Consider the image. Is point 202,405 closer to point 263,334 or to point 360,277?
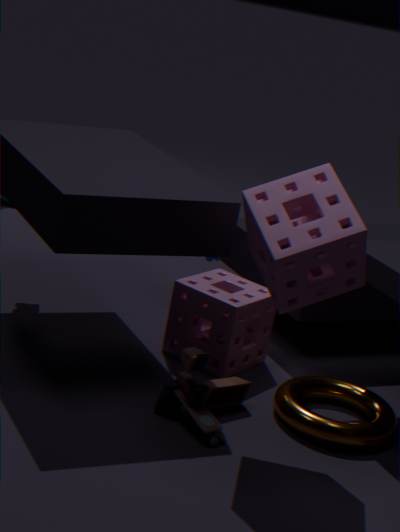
point 263,334
